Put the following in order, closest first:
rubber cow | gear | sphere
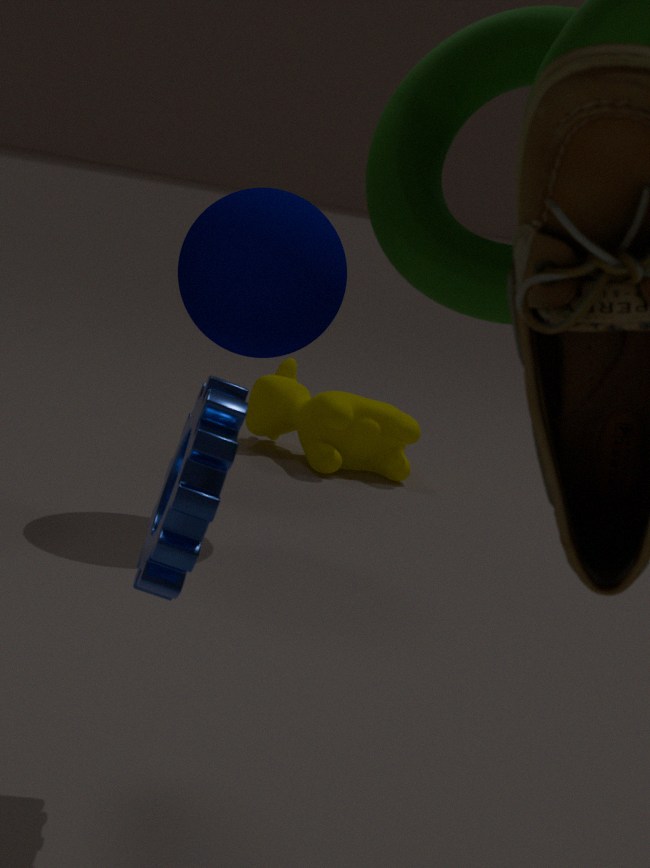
1. gear
2. sphere
3. rubber cow
